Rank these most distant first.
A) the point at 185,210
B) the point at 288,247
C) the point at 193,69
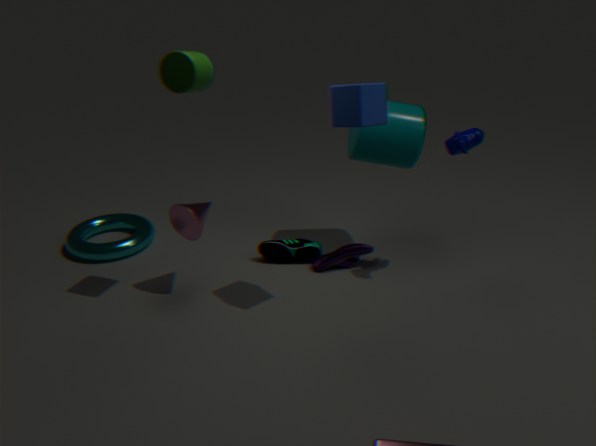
1. the point at 288,247
2. the point at 185,210
3. the point at 193,69
